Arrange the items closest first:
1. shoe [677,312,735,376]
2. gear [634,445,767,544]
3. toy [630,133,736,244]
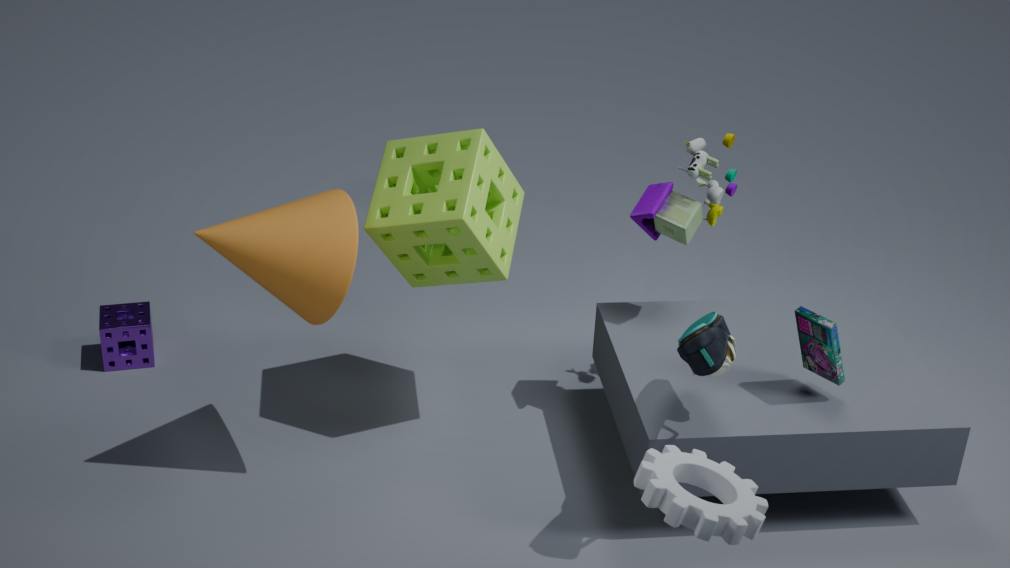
gear [634,445,767,544]
shoe [677,312,735,376]
toy [630,133,736,244]
